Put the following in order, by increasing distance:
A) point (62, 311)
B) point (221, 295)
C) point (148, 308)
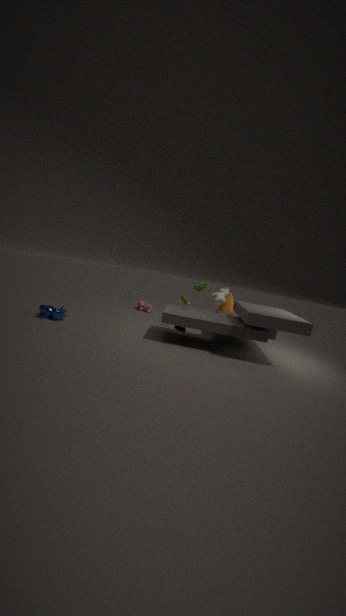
point (62, 311) → point (221, 295) → point (148, 308)
